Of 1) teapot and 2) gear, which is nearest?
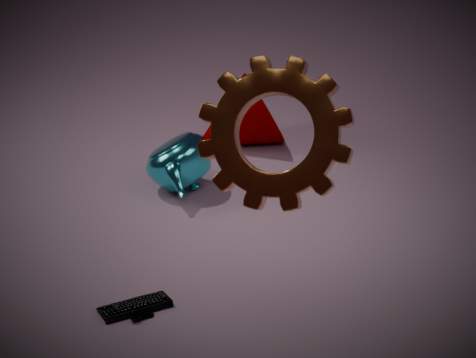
2. gear
